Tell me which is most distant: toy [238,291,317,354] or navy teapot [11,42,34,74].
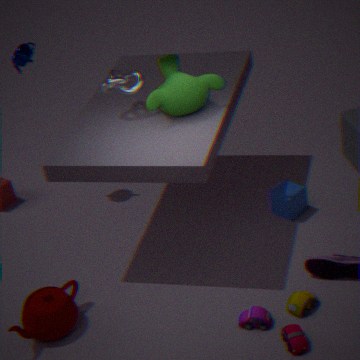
navy teapot [11,42,34,74]
